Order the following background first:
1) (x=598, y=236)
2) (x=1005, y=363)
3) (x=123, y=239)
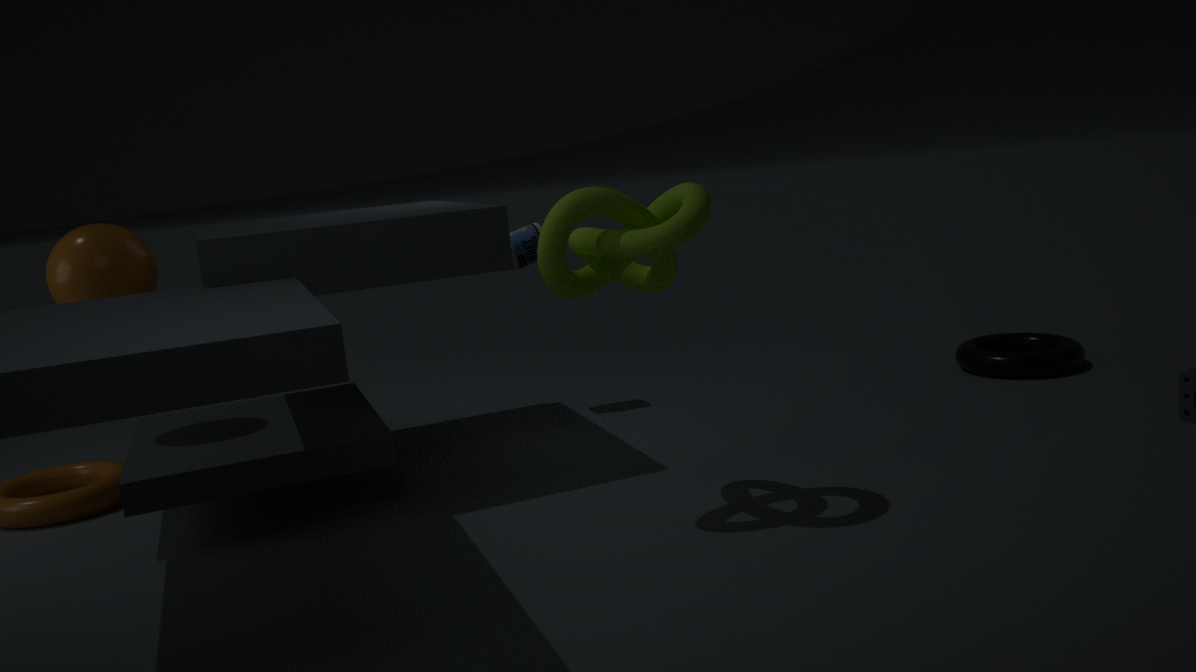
2. (x=1005, y=363), 3. (x=123, y=239), 1. (x=598, y=236)
